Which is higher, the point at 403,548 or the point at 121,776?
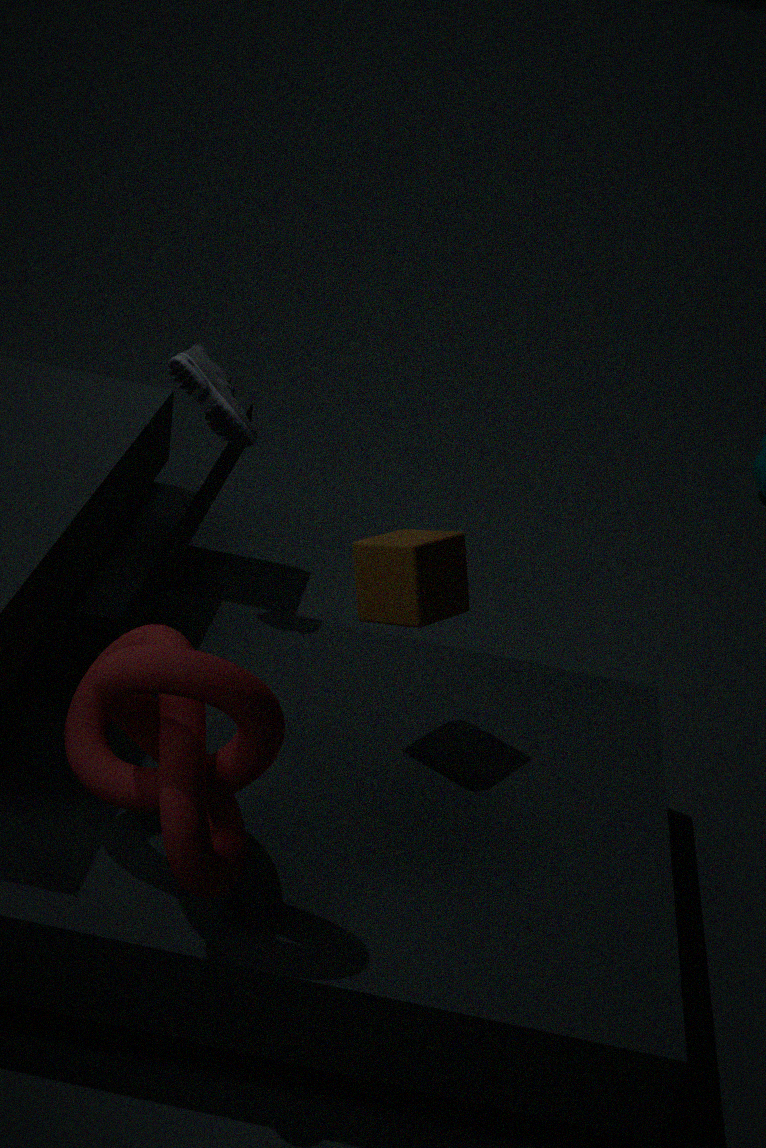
the point at 403,548
